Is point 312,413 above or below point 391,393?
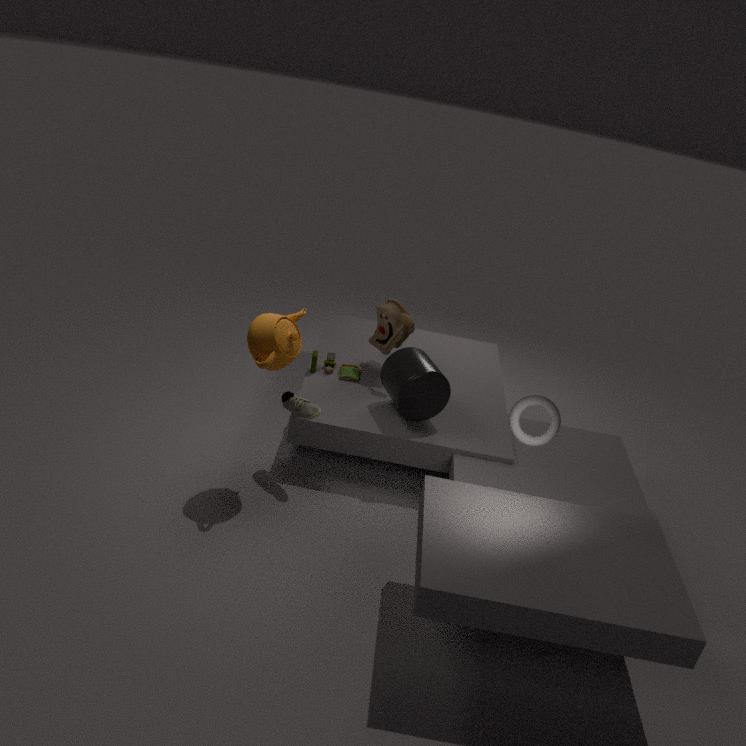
below
